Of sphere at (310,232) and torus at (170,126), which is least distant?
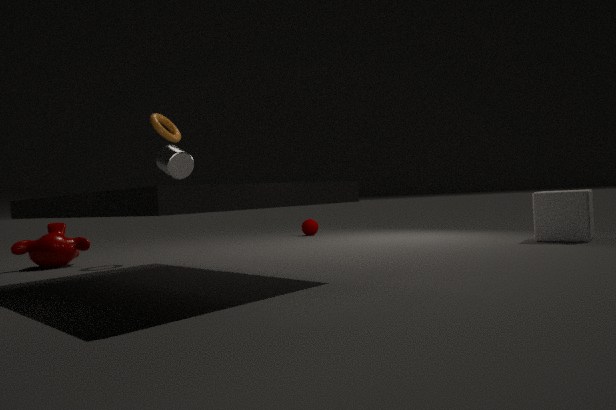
torus at (170,126)
